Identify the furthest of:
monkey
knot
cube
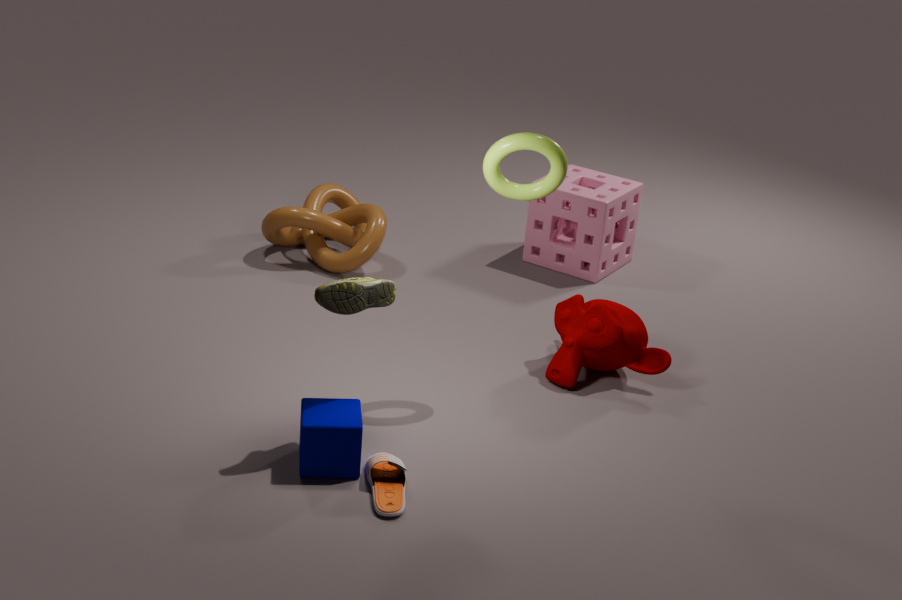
knot
